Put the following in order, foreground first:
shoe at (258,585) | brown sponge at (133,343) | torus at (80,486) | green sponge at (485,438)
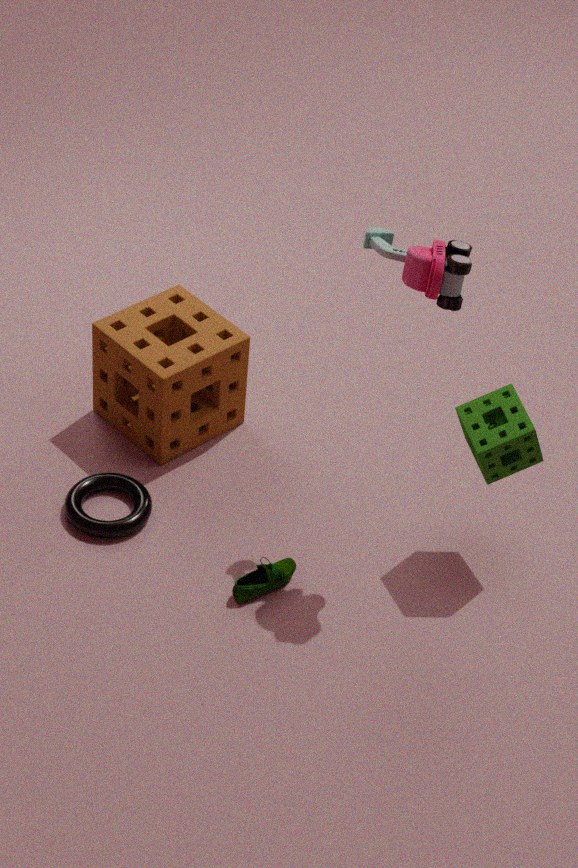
1. green sponge at (485,438)
2. shoe at (258,585)
3. torus at (80,486)
4. brown sponge at (133,343)
